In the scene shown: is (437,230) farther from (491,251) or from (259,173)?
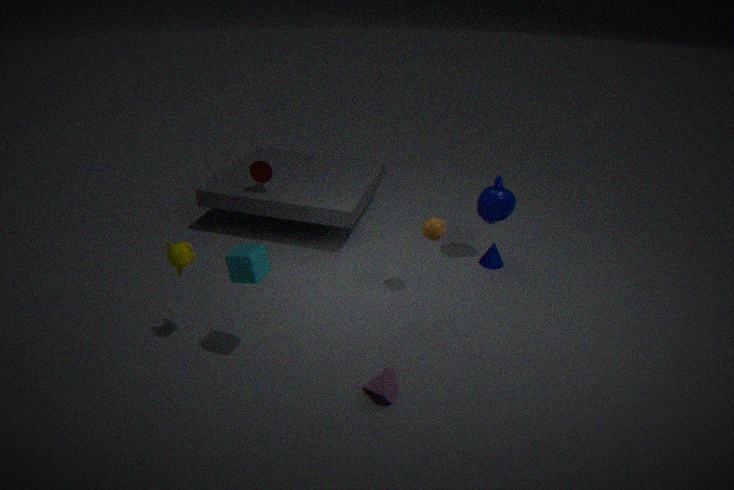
(259,173)
